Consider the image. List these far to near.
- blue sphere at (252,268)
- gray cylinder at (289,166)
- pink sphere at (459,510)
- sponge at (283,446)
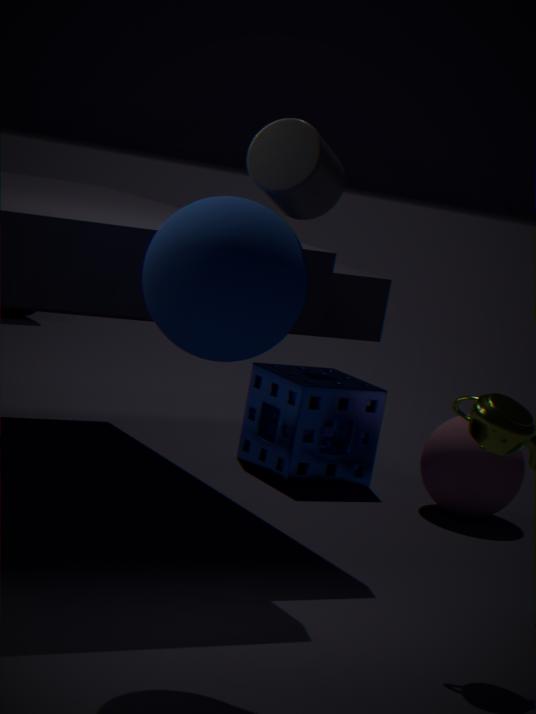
sponge at (283,446) → pink sphere at (459,510) → gray cylinder at (289,166) → blue sphere at (252,268)
